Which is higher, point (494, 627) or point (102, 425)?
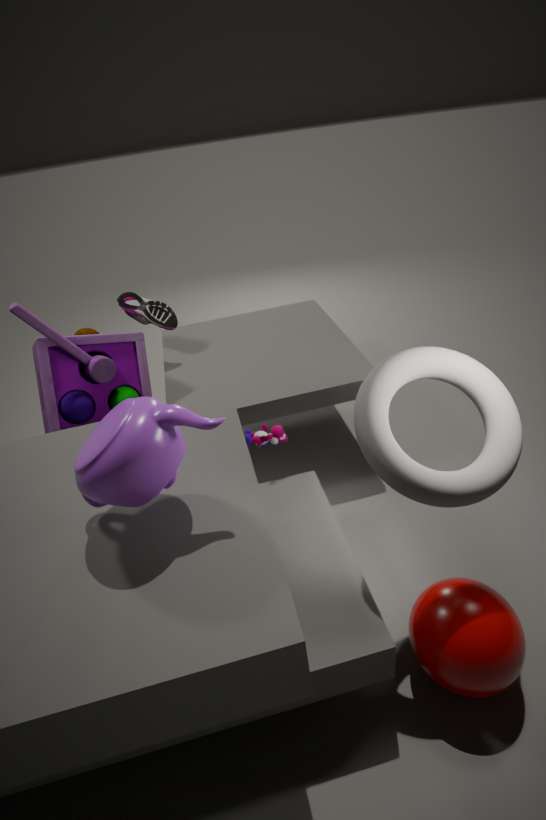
point (102, 425)
